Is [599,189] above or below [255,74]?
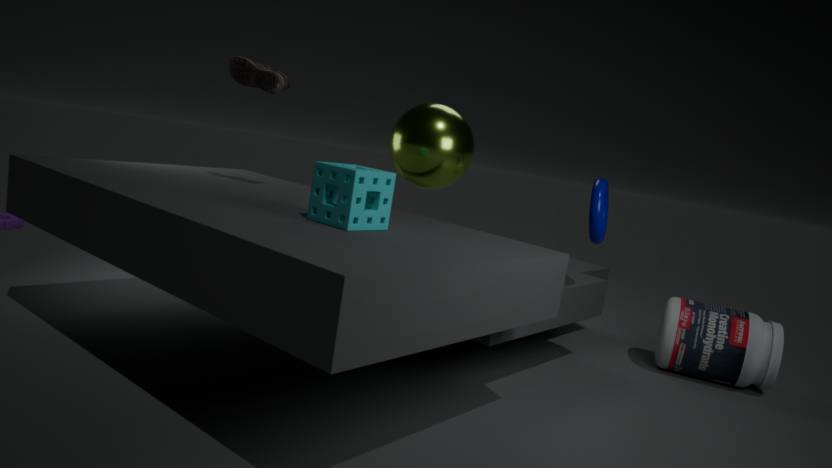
below
